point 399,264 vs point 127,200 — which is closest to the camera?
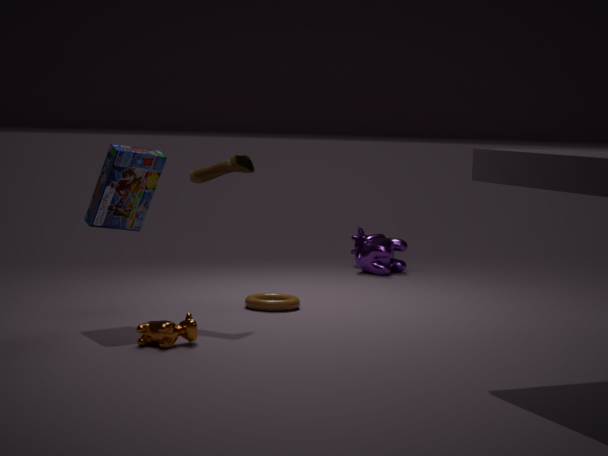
point 127,200
